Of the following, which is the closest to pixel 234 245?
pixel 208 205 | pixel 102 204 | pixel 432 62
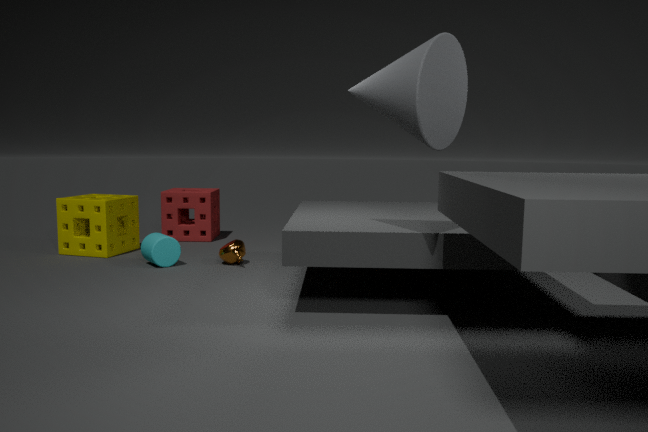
pixel 102 204
